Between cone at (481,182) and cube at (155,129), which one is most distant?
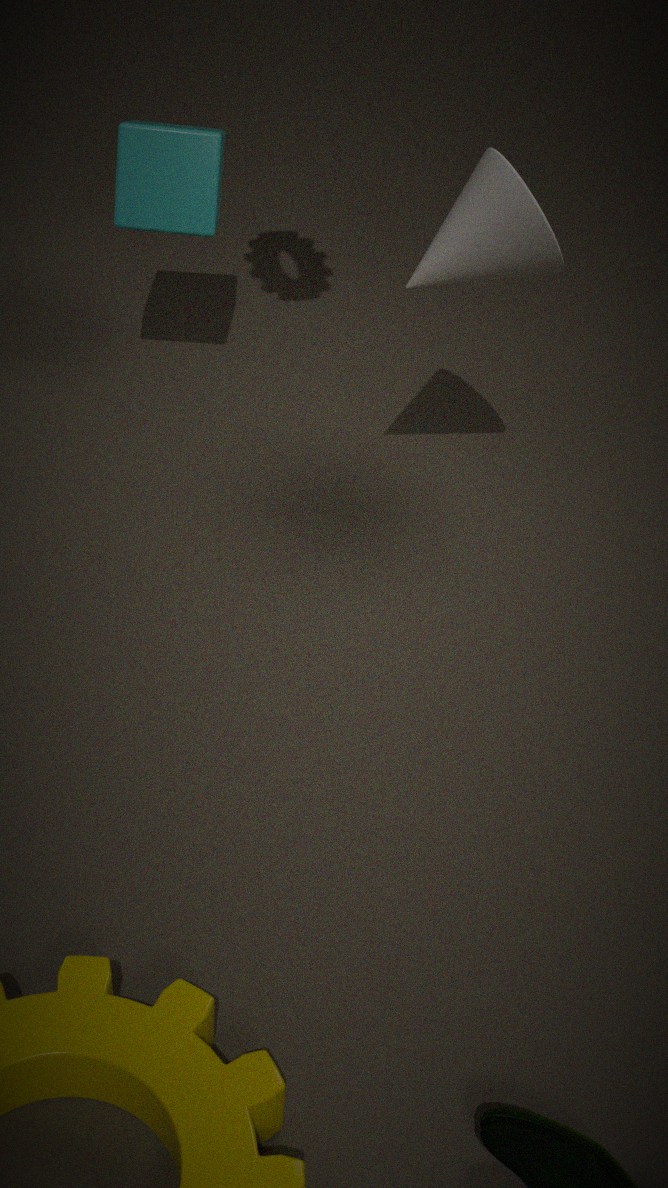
cube at (155,129)
